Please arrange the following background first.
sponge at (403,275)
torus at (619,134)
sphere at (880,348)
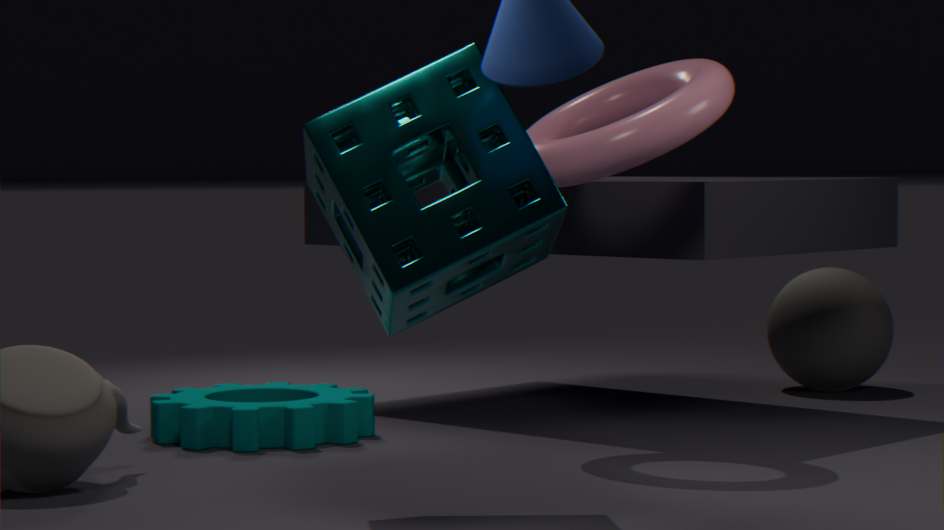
sphere at (880,348) < torus at (619,134) < sponge at (403,275)
